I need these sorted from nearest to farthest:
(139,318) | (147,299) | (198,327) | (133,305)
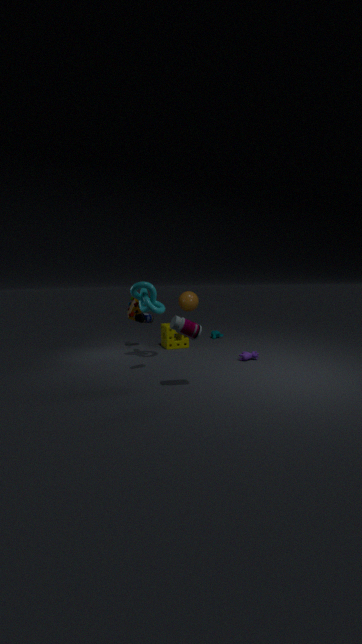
(198,327) → (139,318) → (147,299) → (133,305)
